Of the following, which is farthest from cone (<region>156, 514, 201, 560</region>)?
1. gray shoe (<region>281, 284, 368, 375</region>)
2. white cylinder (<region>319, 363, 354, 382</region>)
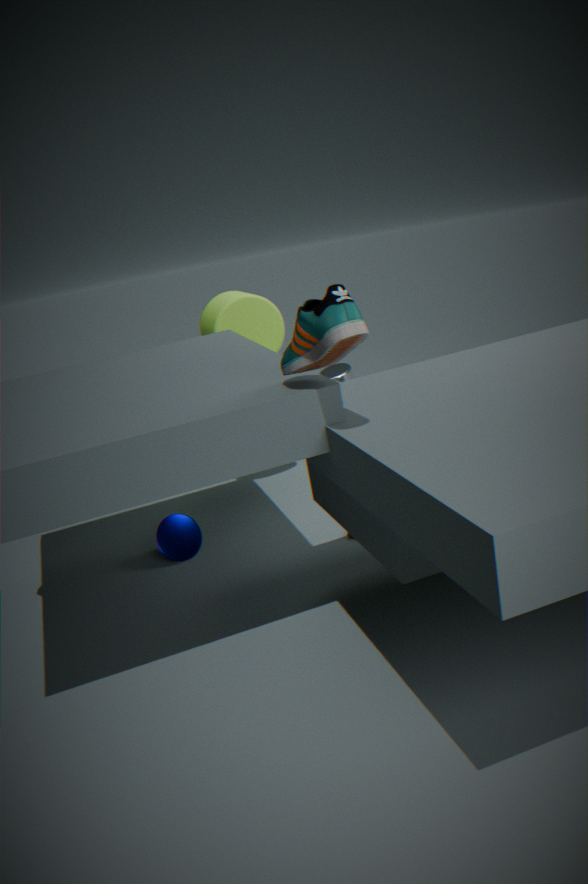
gray shoe (<region>281, 284, 368, 375</region>)
